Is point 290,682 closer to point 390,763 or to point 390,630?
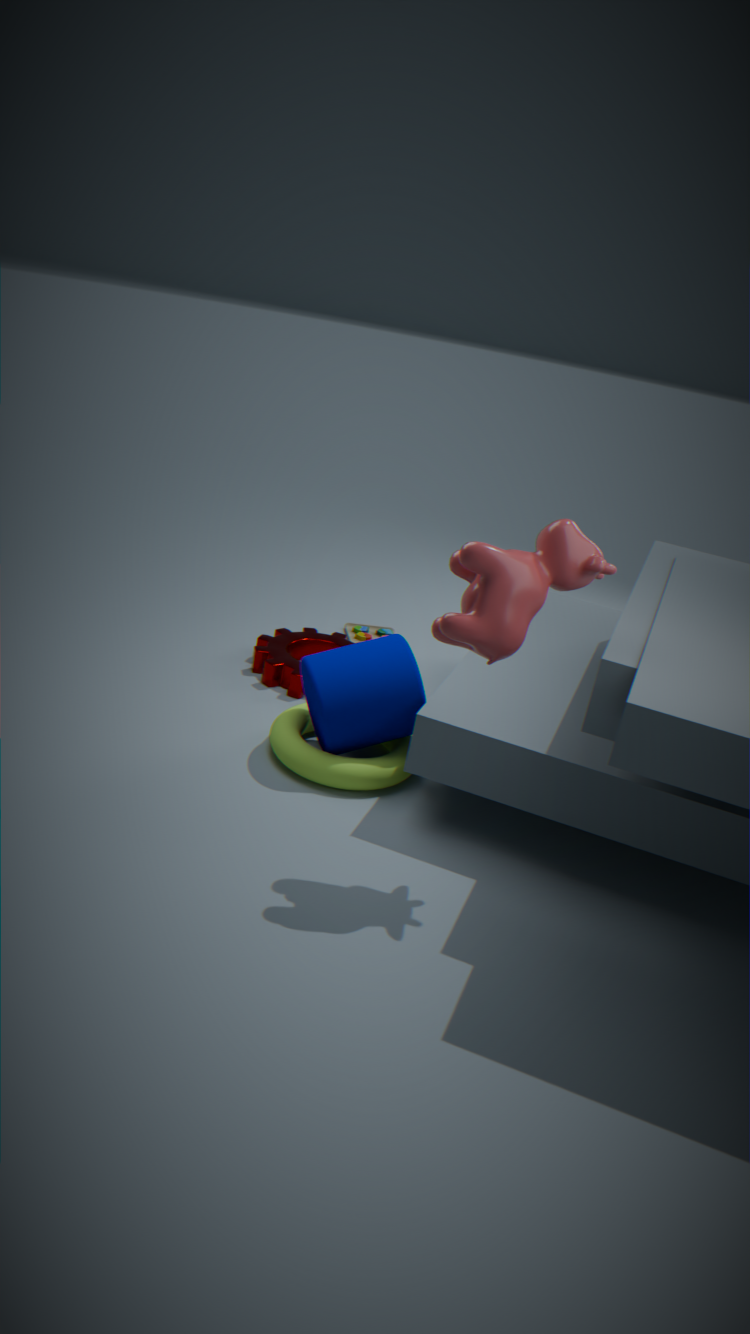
point 390,630
